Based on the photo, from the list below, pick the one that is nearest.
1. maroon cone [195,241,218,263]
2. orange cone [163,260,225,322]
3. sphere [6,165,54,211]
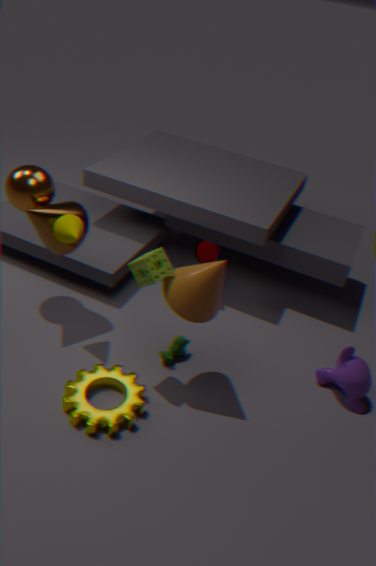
orange cone [163,260,225,322]
